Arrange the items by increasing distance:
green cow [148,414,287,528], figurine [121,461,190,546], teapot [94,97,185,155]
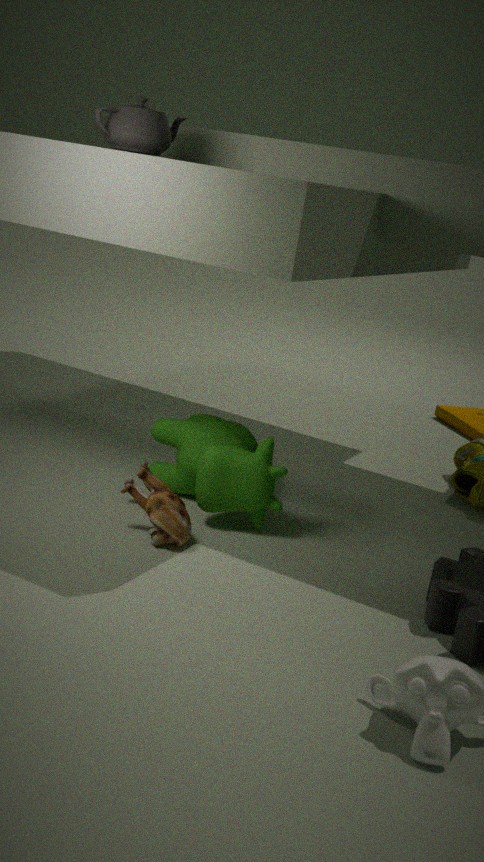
figurine [121,461,190,546]
teapot [94,97,185,155]
green cow [148,414,287,528]
